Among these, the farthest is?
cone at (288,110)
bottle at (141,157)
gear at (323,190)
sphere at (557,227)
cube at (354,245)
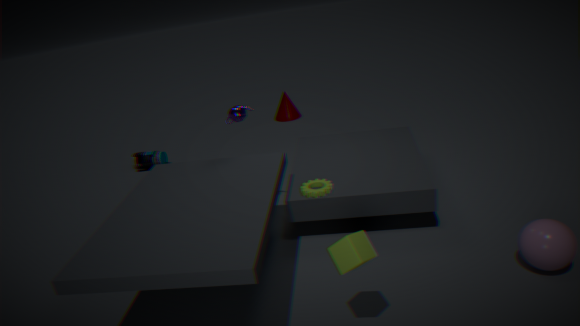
cone at (288,110)
